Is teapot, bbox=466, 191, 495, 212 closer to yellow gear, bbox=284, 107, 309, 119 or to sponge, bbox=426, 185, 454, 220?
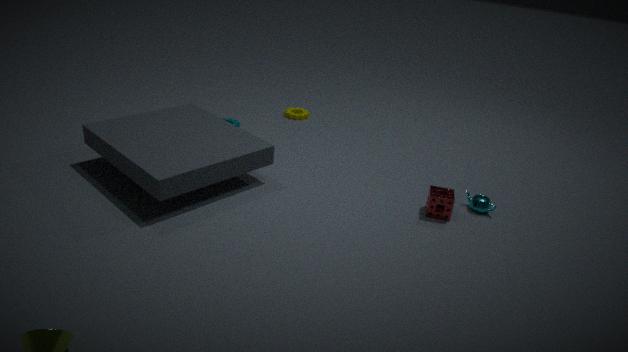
sponge, bbox=426, 185, 454, 220
